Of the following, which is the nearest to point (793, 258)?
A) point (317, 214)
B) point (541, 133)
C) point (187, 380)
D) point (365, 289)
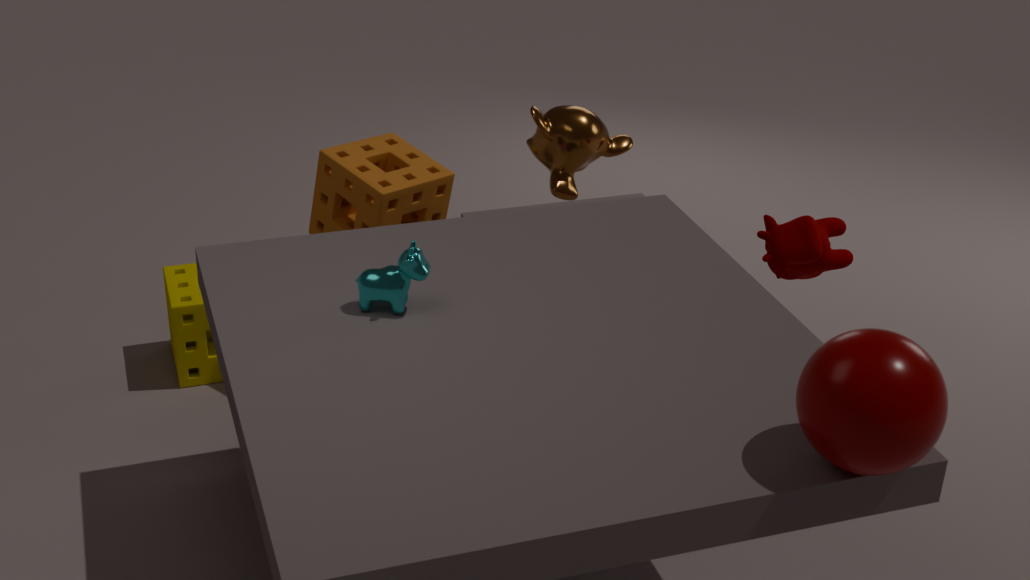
point (541, 133)
